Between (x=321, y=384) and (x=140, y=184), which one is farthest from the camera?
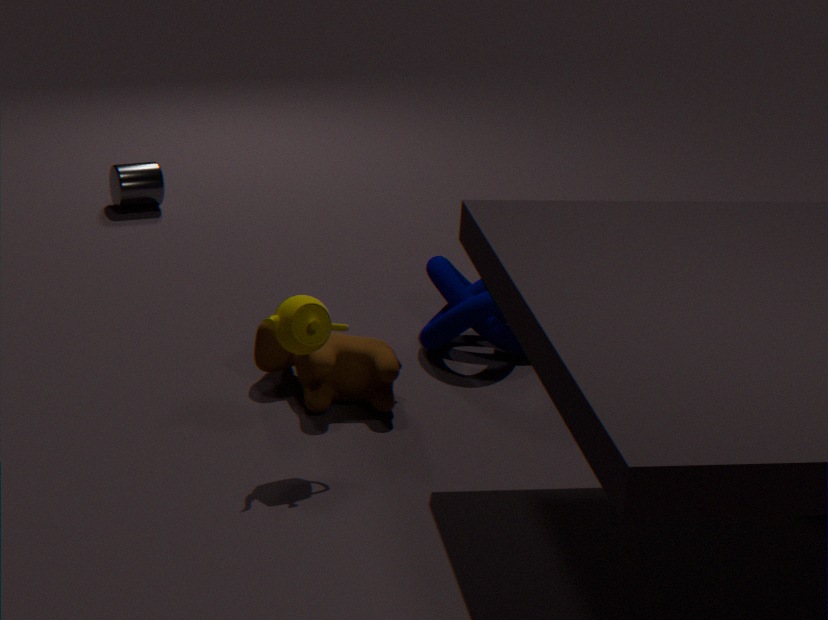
(x=140, y=184)
